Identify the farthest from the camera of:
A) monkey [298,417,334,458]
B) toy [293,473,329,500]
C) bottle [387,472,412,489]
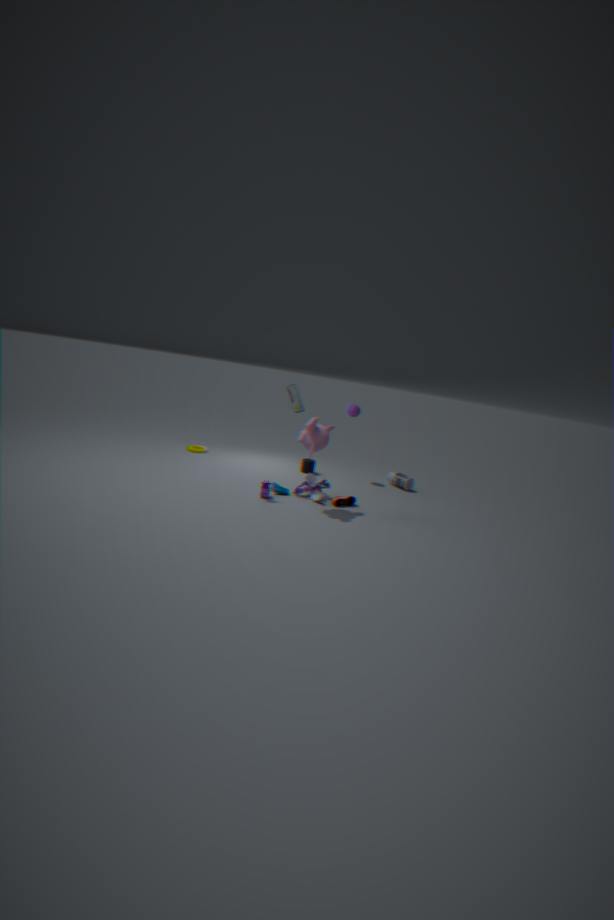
C. bottle [387,472,412,489]
